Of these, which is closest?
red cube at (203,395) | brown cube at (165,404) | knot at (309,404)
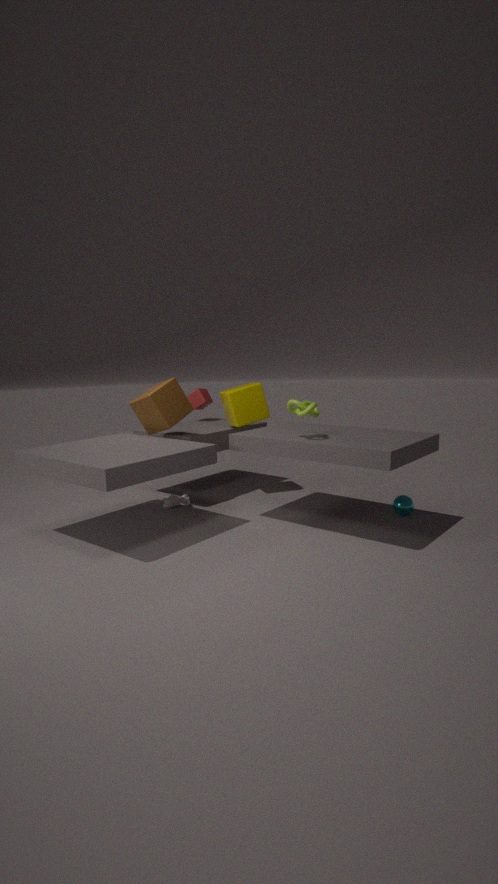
knot at (309,404)
